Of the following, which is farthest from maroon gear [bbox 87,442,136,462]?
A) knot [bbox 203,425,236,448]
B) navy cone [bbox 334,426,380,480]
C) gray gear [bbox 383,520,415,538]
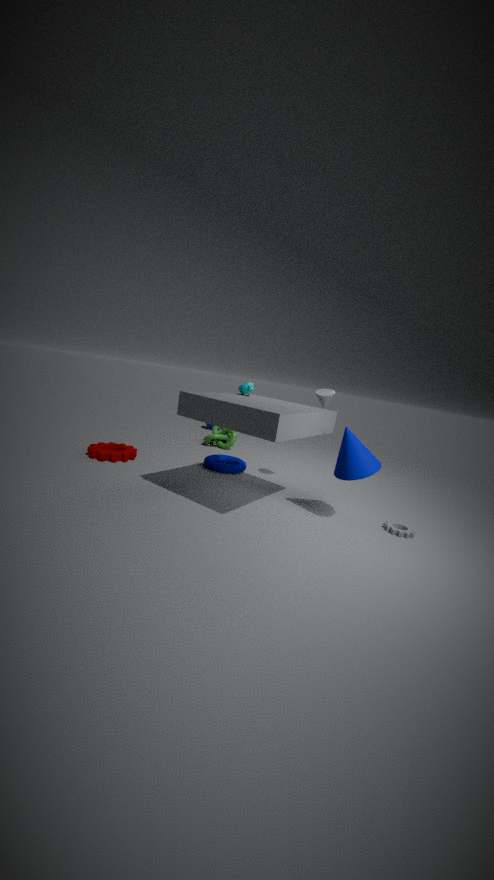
gray gear [bbox 383,520,415,538]
